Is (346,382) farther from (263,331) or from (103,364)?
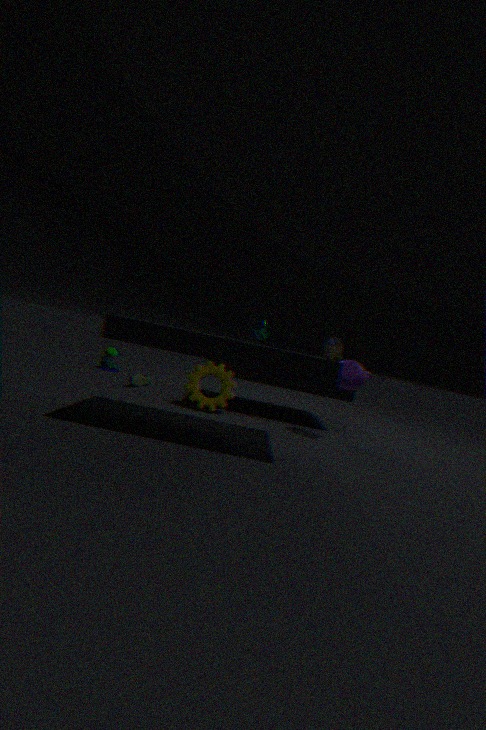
(103,364)
